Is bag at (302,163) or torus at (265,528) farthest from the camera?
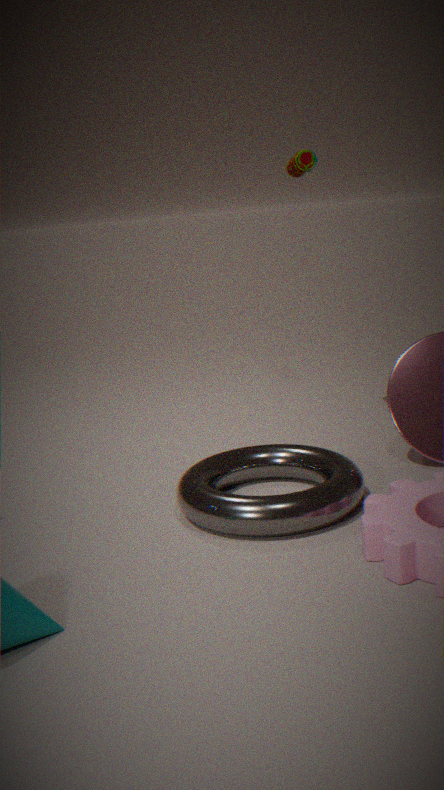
bag at (302,163)
